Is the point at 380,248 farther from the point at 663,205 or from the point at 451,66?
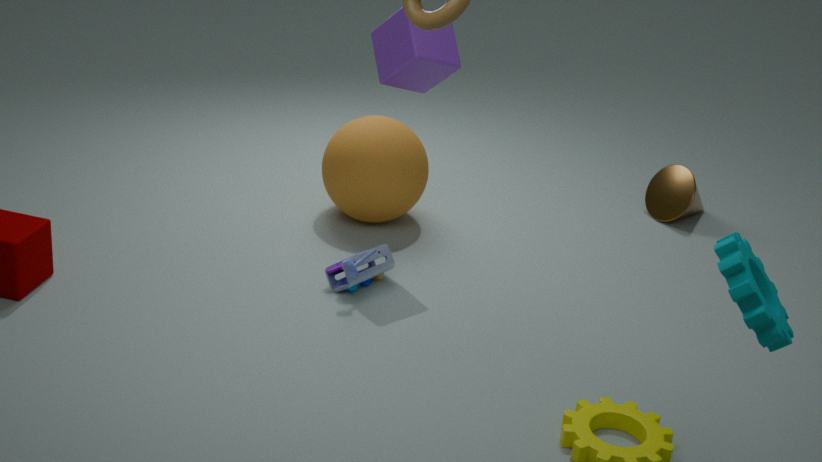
the point at 663,205
